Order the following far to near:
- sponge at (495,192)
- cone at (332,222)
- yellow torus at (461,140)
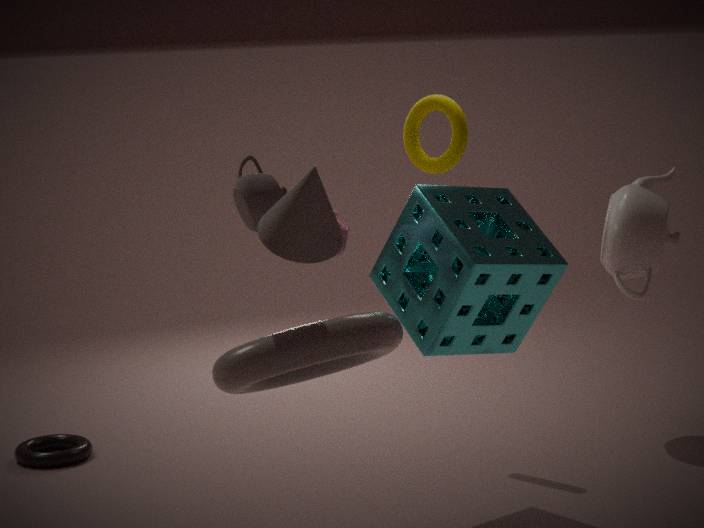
yellow torus at (461,140) < sponge at (495,192) < cone at (332,222)
